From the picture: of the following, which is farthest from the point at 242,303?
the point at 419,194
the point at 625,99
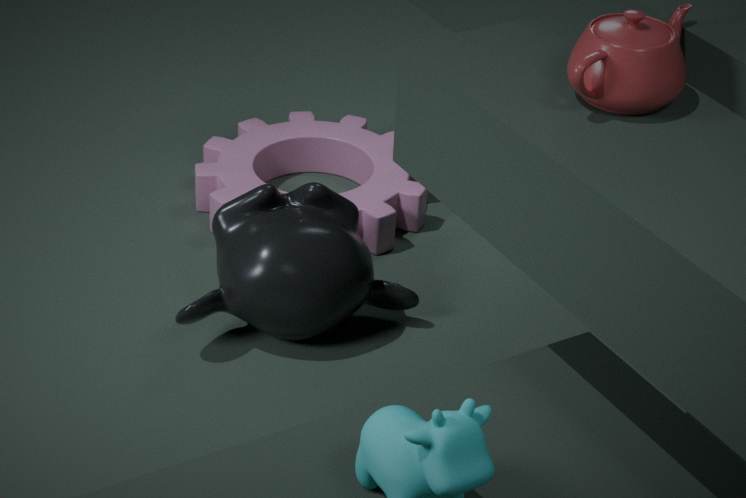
the point at 625,99
